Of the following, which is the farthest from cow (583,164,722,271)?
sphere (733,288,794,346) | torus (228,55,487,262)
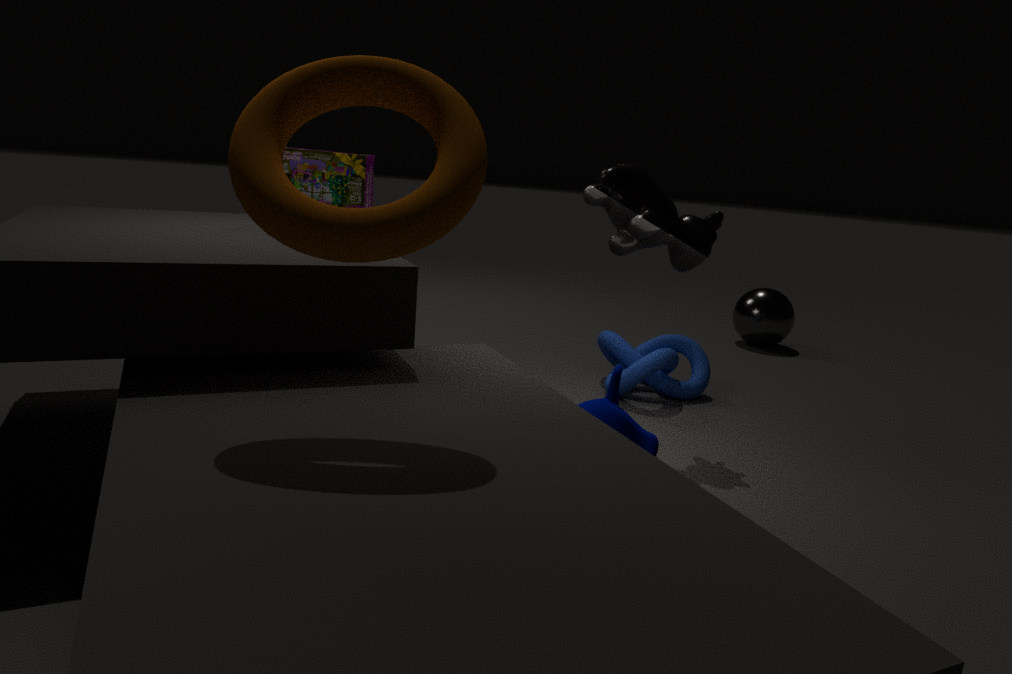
sphere (733,288,794,346)
